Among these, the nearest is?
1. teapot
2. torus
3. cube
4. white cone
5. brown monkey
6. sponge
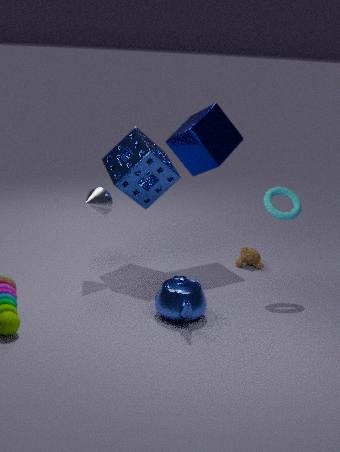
teapot
